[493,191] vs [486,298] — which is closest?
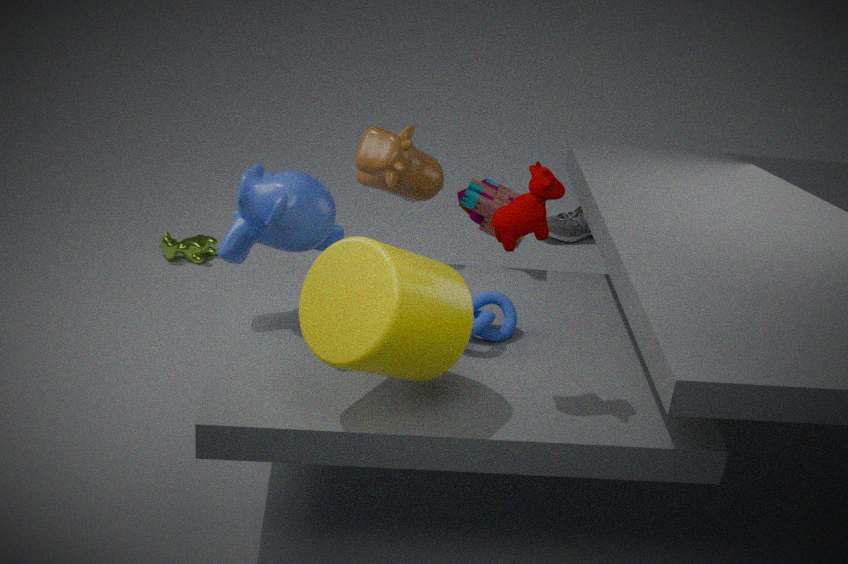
[486,298]
